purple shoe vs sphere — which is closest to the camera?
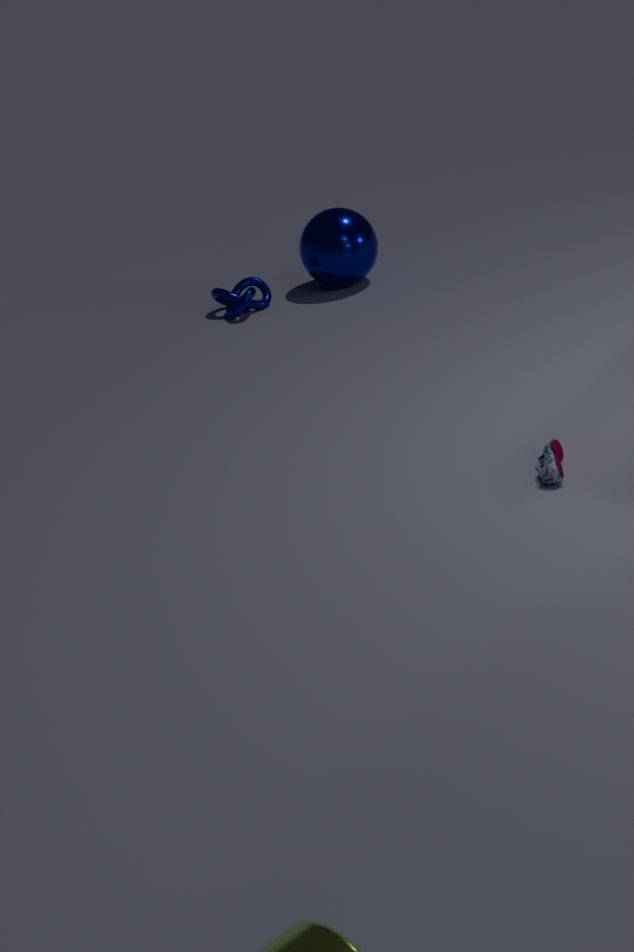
purple shoe
